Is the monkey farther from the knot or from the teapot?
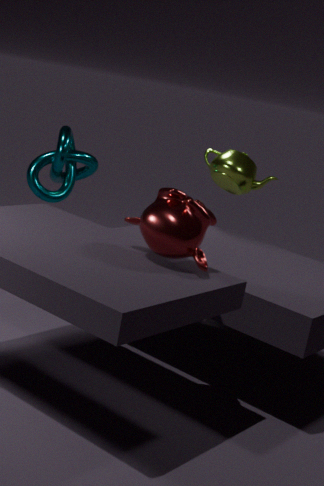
the knot
